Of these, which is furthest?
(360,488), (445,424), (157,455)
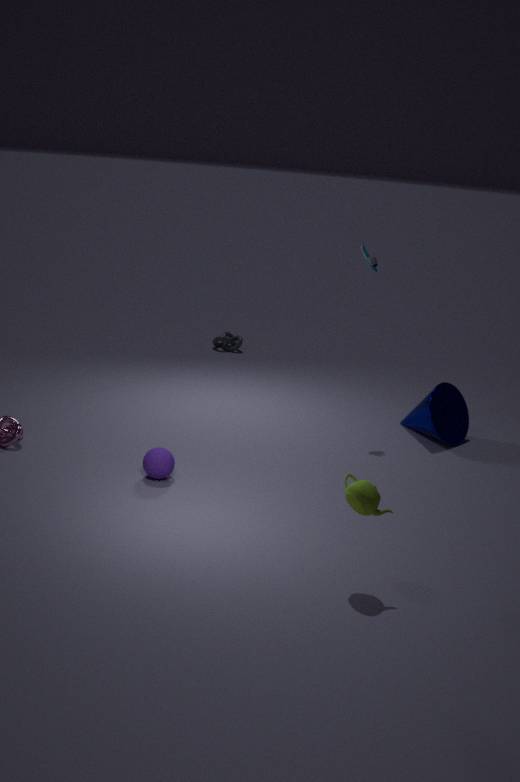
(445,424)
